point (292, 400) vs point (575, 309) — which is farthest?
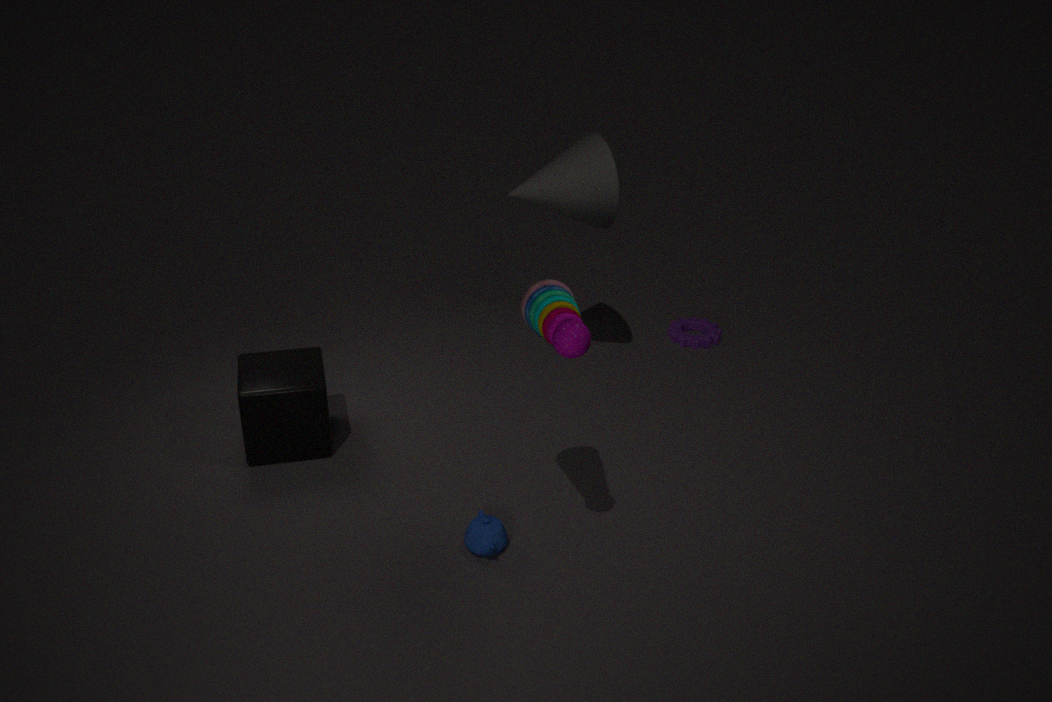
point (292, 400)
